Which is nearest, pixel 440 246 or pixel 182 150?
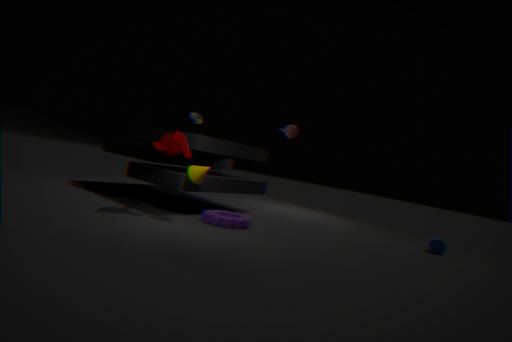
pixel 182 150
